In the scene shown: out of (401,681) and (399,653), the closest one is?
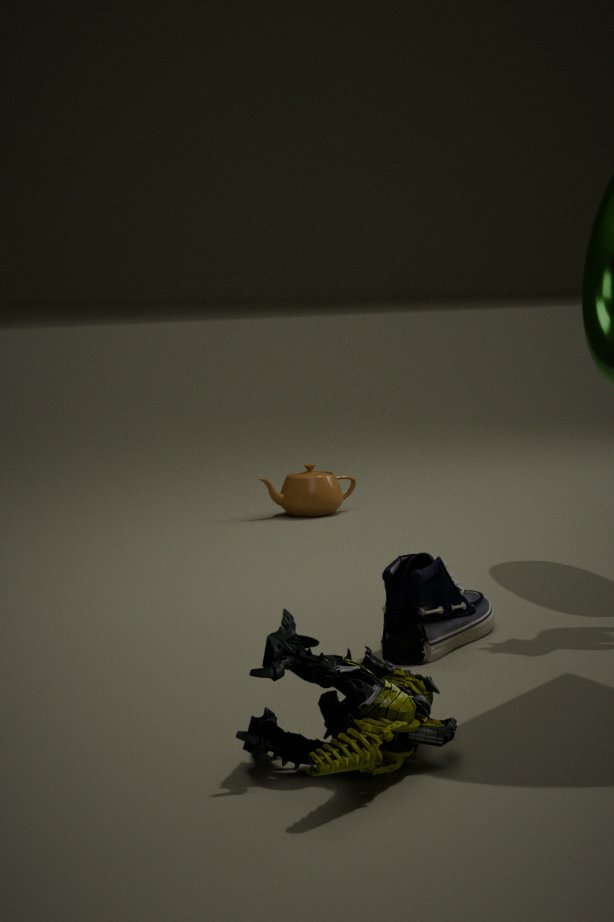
(401,681)
